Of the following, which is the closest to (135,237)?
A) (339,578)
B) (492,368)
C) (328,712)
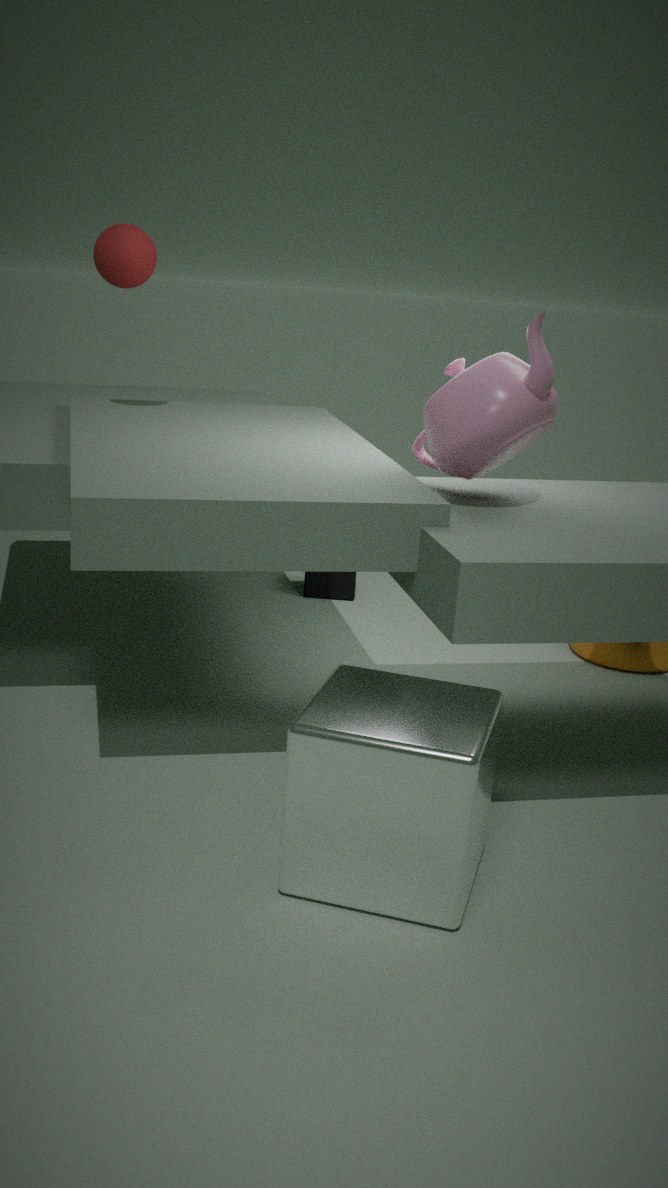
(492,368)
